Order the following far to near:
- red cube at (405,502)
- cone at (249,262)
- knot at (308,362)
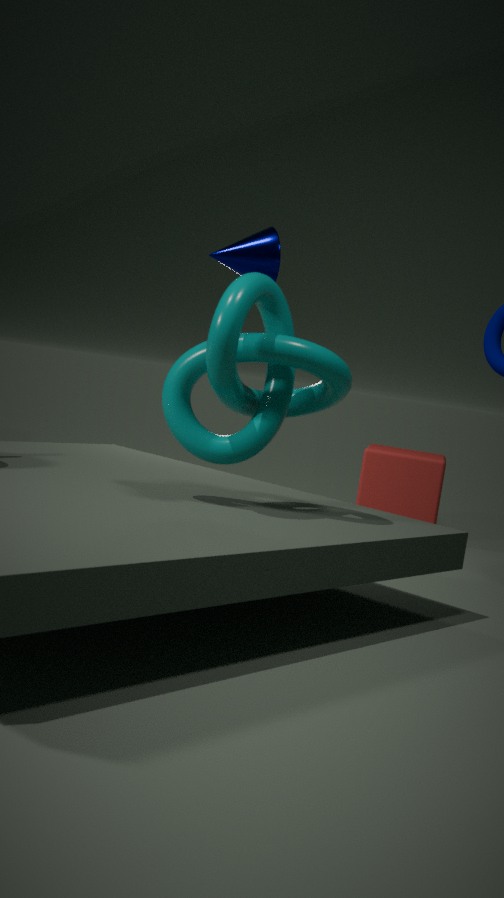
red cube at (405,502) < cone at (249,262) < knot at (308,362)
